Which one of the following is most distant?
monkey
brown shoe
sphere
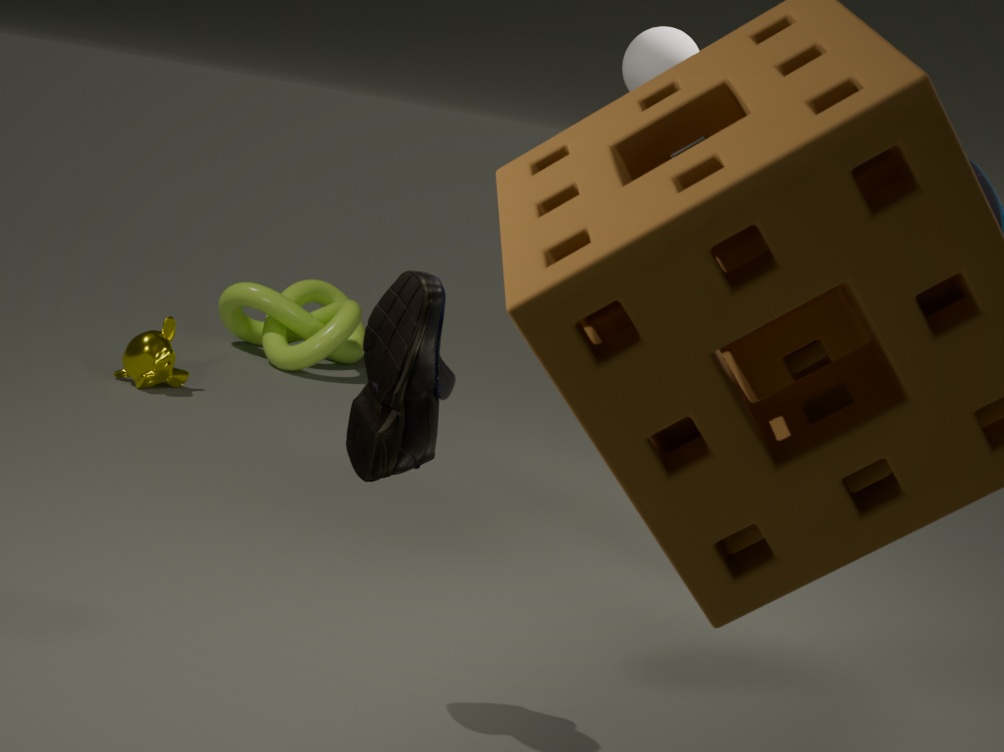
monkey
